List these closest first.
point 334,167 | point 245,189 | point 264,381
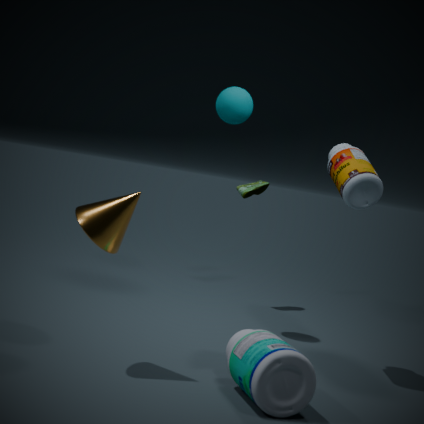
point 264,381 < point 334,167 < point 245,189
